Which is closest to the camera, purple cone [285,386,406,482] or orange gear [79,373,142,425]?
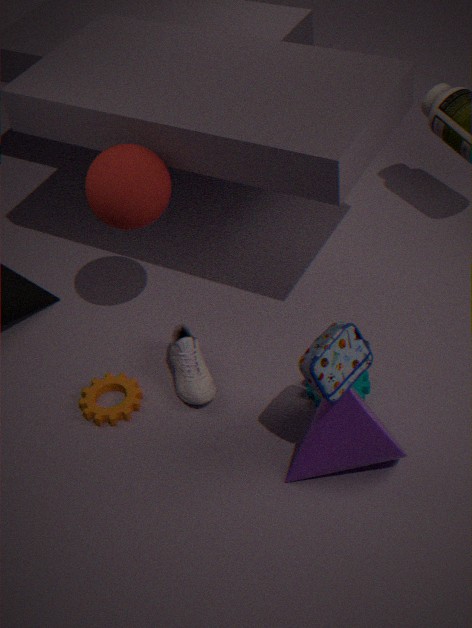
purple cone [285,386,406,482]
